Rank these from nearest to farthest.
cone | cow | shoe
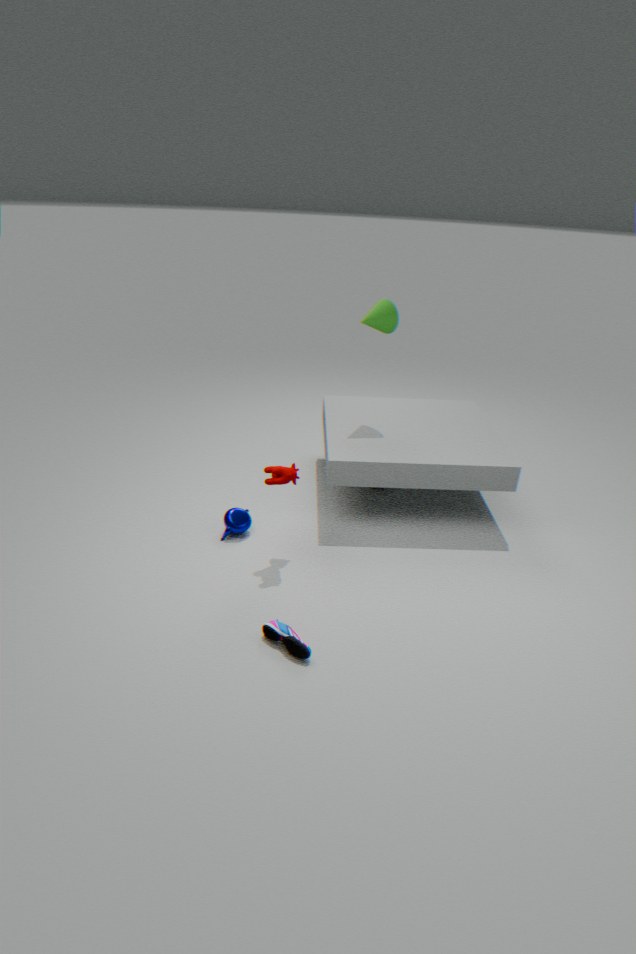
shoe → cow → cone
